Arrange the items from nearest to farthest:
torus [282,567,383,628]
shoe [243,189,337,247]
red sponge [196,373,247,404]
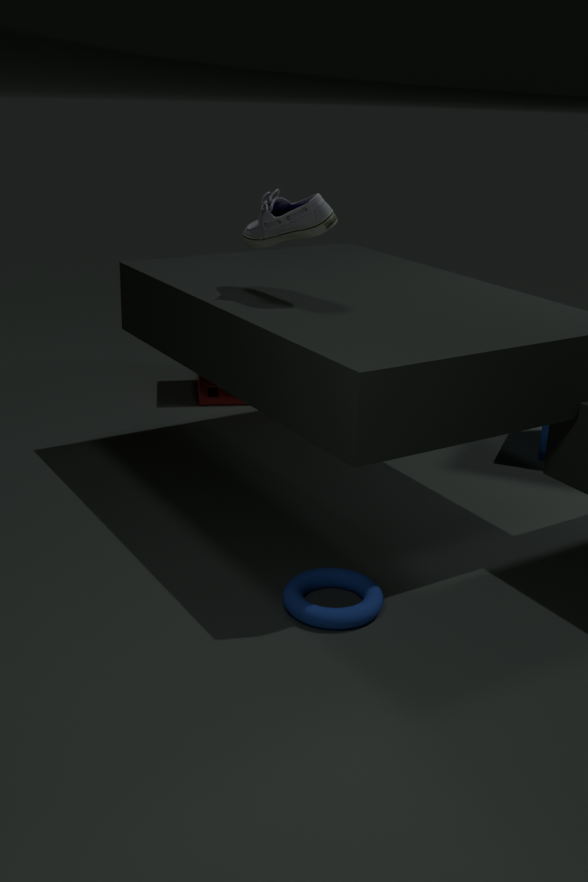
1. torus [282,567,383,628]
2. shoe [243,189,337,247]
3. red sponge [196,373,247,404]
